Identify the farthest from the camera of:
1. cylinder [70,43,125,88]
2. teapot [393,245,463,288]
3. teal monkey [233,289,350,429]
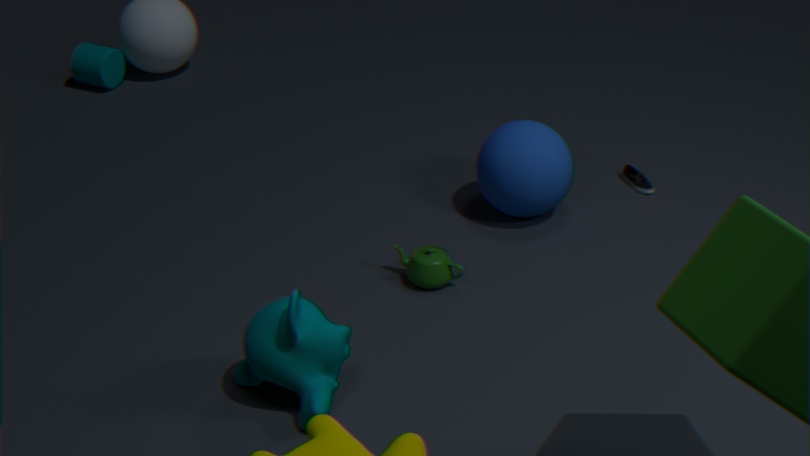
cylinder [70,43,125,88]
